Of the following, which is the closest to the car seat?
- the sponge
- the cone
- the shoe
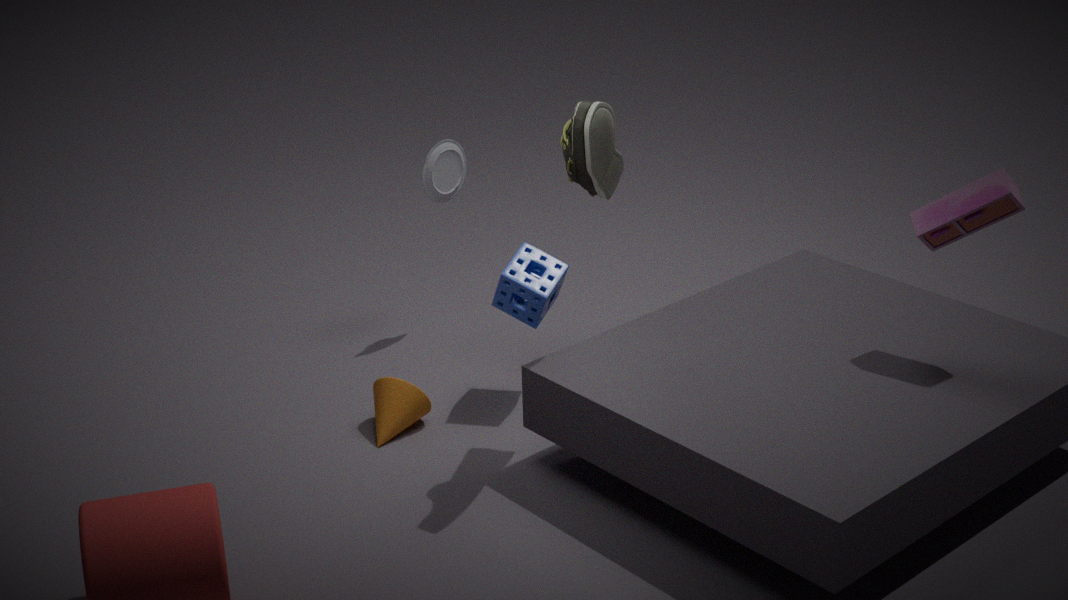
the sponge
